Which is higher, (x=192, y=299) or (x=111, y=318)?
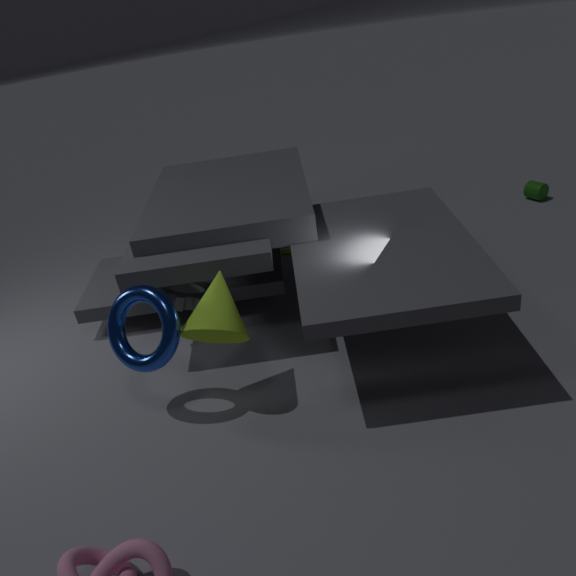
(x=111, y=318)
